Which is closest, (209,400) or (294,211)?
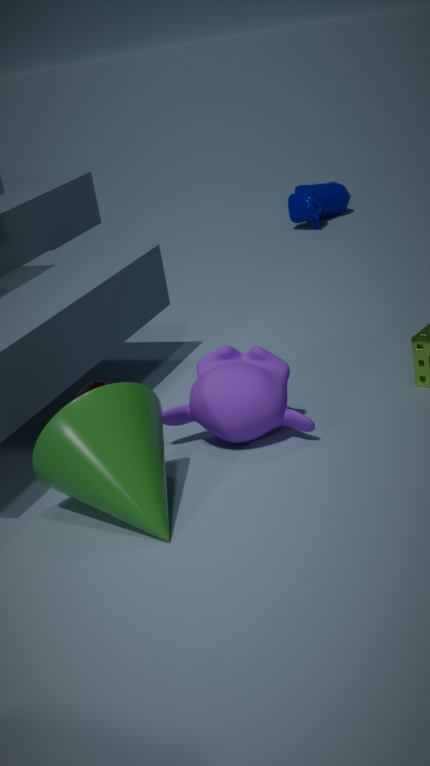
(209,400)
